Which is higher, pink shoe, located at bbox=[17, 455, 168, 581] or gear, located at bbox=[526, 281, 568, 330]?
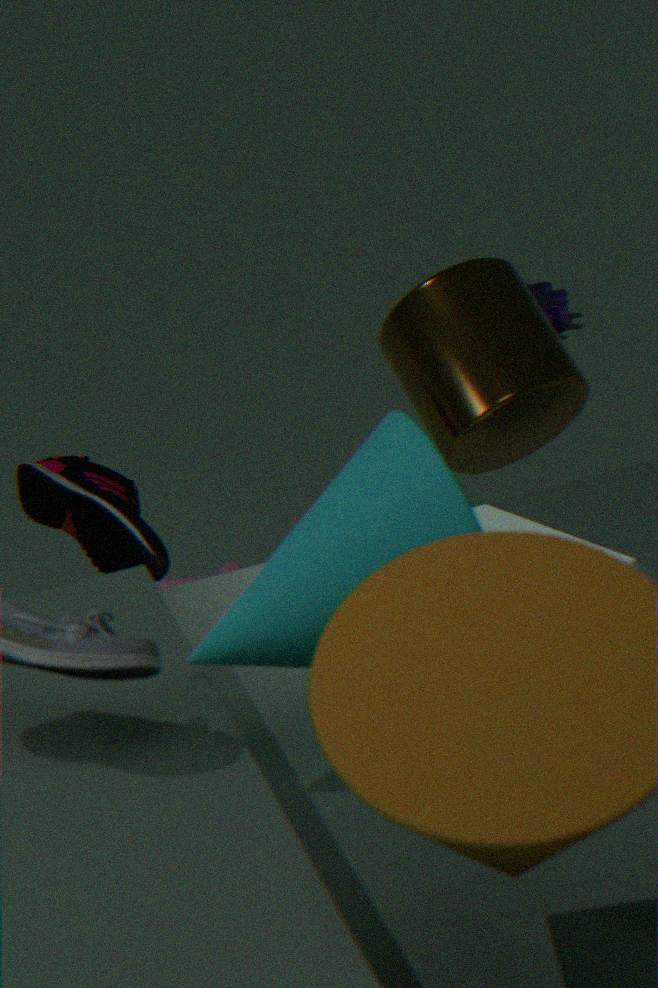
pink shoe, located at bbox=[17, 455, 168, 581]
